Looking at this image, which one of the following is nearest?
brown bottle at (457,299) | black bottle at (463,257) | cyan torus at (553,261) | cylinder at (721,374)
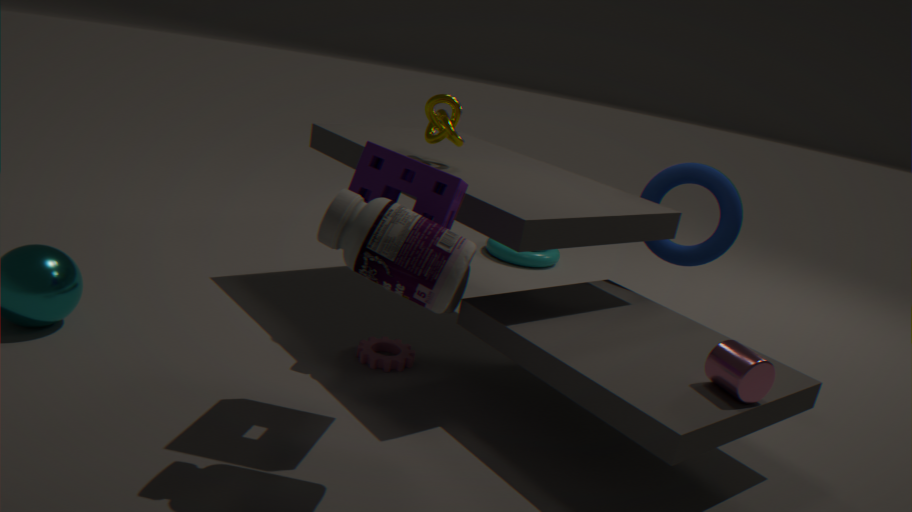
black bottle at (463,257)
